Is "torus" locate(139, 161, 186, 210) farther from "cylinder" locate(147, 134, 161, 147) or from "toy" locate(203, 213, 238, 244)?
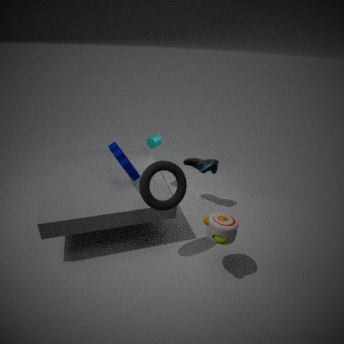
"cylinder" locate(147, 134, 161, 147)
